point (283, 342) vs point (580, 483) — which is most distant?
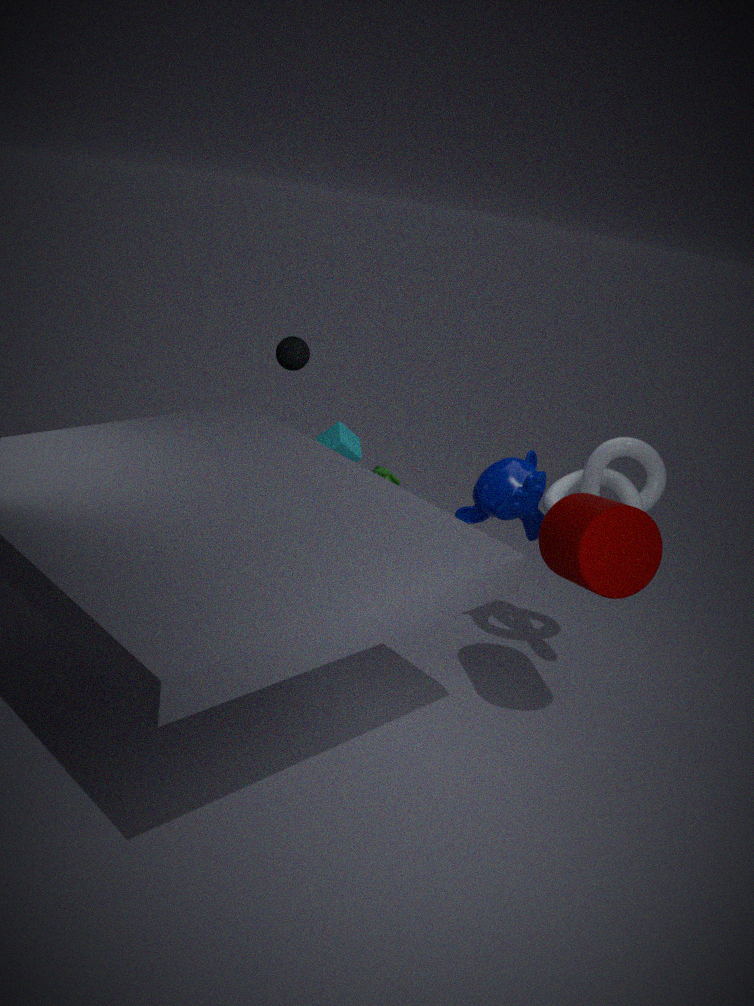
point (283, 342)
